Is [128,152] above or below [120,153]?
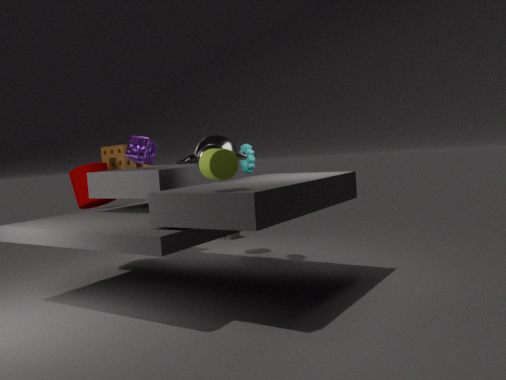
above
